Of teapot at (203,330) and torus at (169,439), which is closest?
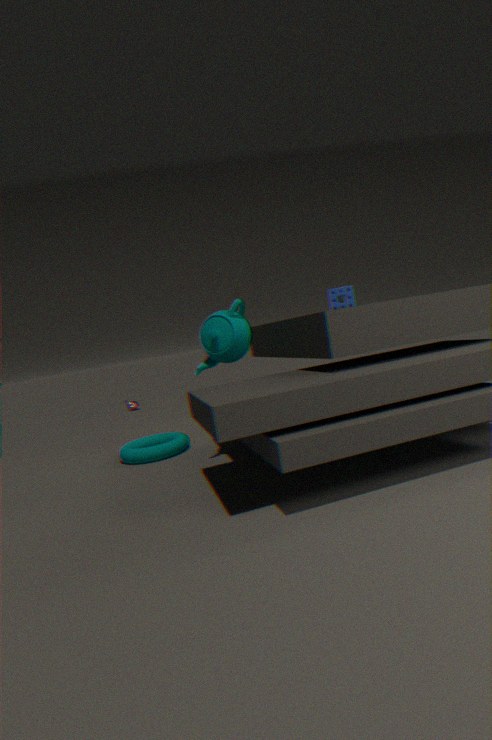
teapot at (203,330)
